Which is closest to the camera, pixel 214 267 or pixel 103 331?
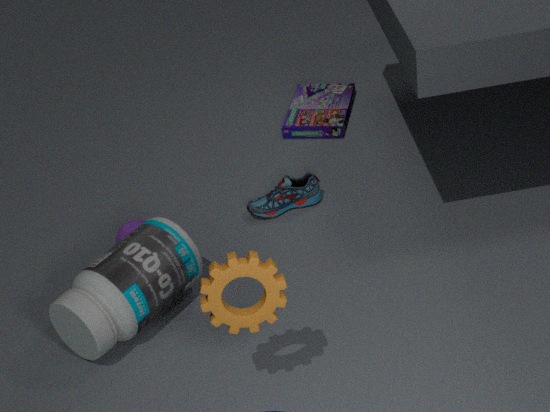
pixel 214 267
